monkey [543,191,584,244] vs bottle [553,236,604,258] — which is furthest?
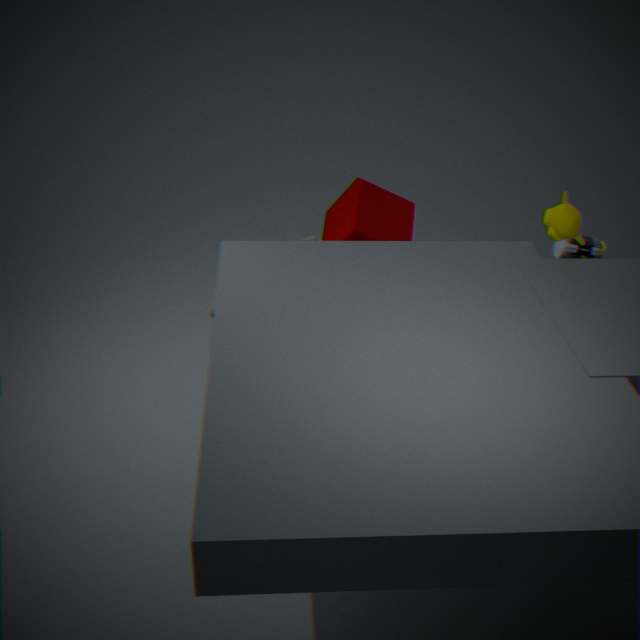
bottle [553,236,604,258]
